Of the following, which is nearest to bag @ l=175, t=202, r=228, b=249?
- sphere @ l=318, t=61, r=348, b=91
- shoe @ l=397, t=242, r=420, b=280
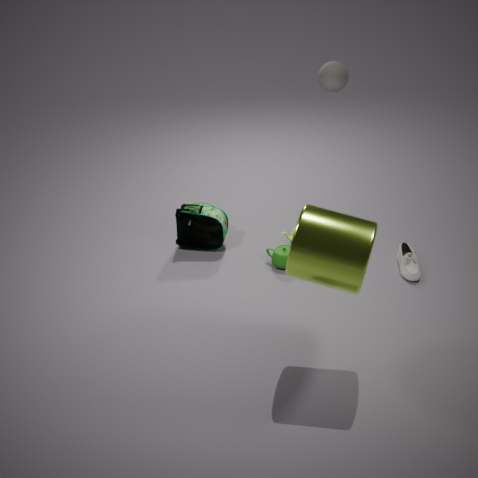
sphere @ l=318, t=61, r=348, b=91
